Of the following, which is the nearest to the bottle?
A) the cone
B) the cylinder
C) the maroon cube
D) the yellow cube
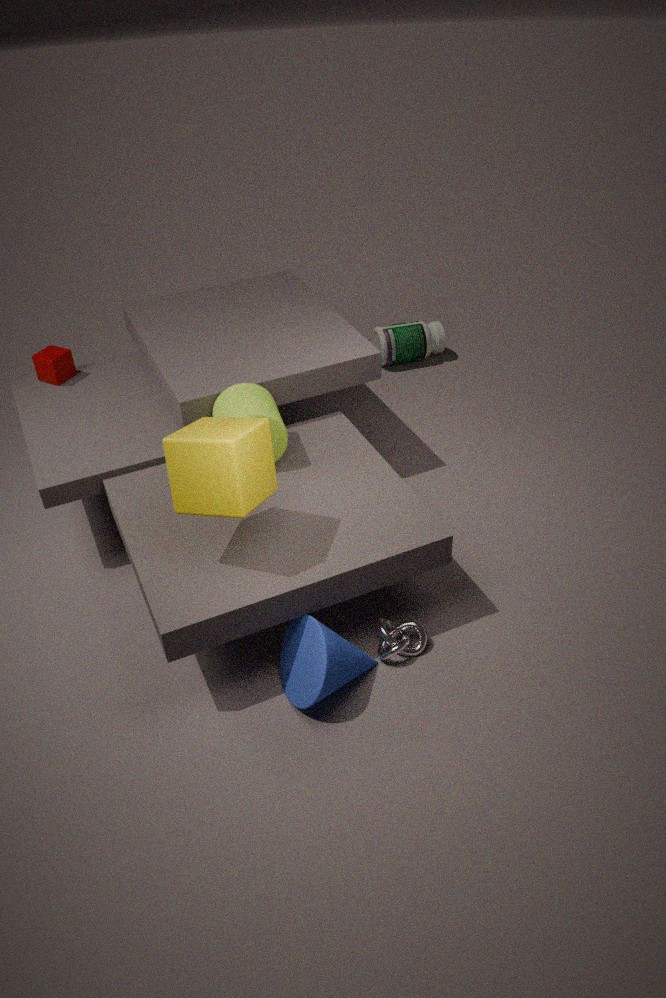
the cylinder
